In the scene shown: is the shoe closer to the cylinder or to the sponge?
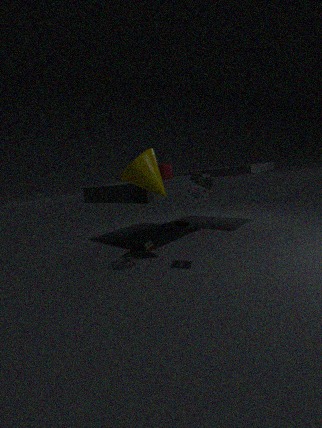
the cylinder
